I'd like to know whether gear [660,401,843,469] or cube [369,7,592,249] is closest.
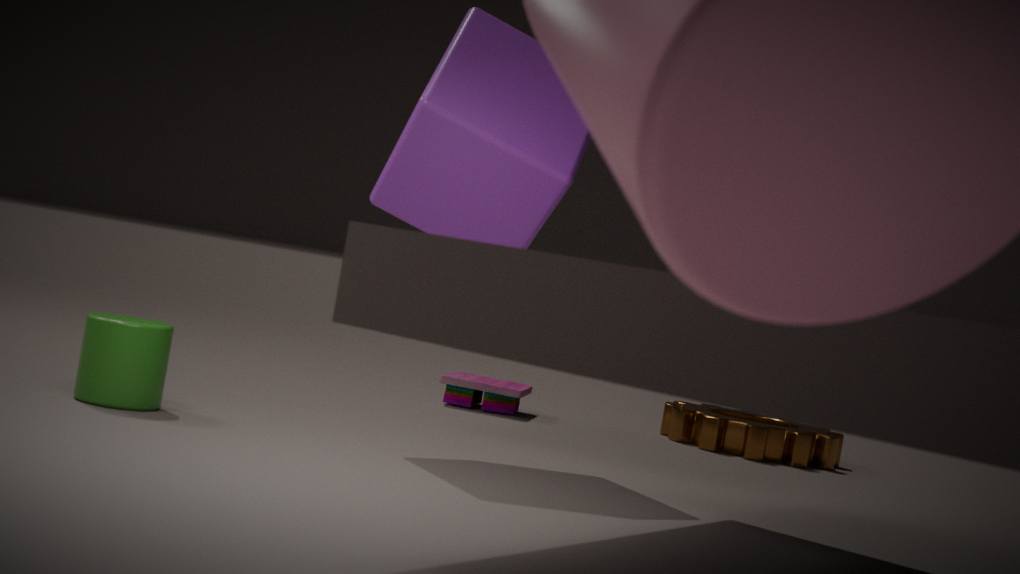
cube [369,7,592,249]
